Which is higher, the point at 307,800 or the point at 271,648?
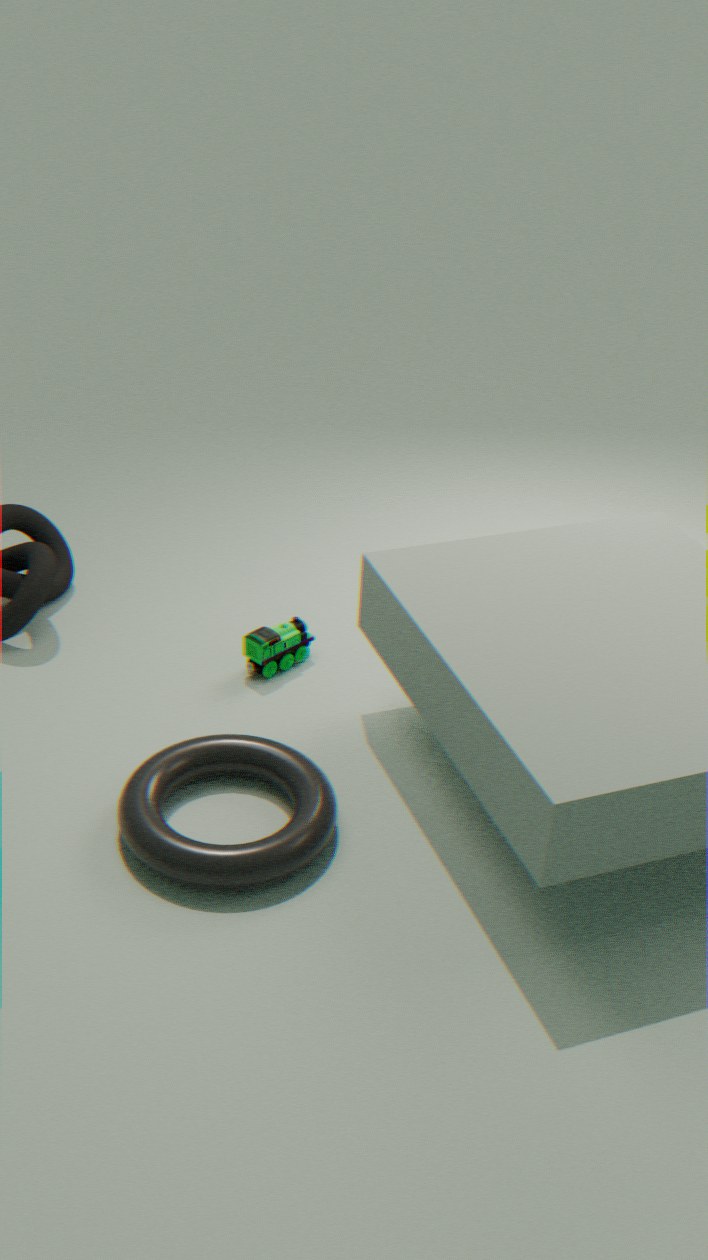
the point at 271,648
